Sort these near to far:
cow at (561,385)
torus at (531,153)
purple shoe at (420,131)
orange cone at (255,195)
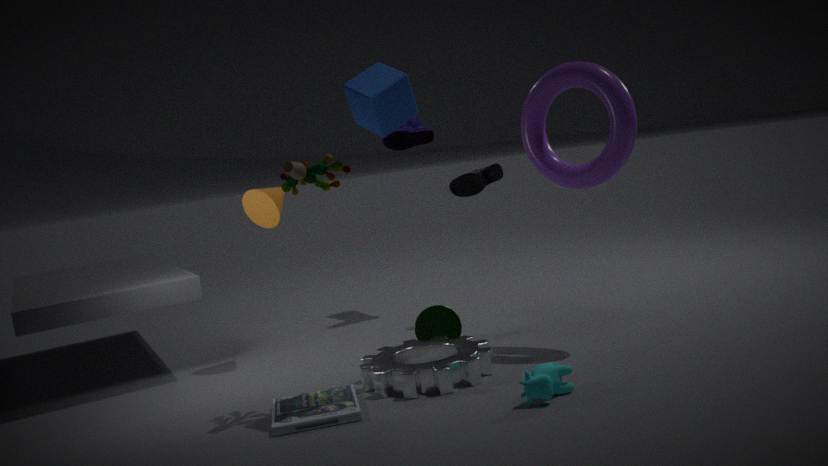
1. cow at (561,385)
2. torus at (531,153)
3. orange cone at (255,195)
4. purple shoe at (420,131)
